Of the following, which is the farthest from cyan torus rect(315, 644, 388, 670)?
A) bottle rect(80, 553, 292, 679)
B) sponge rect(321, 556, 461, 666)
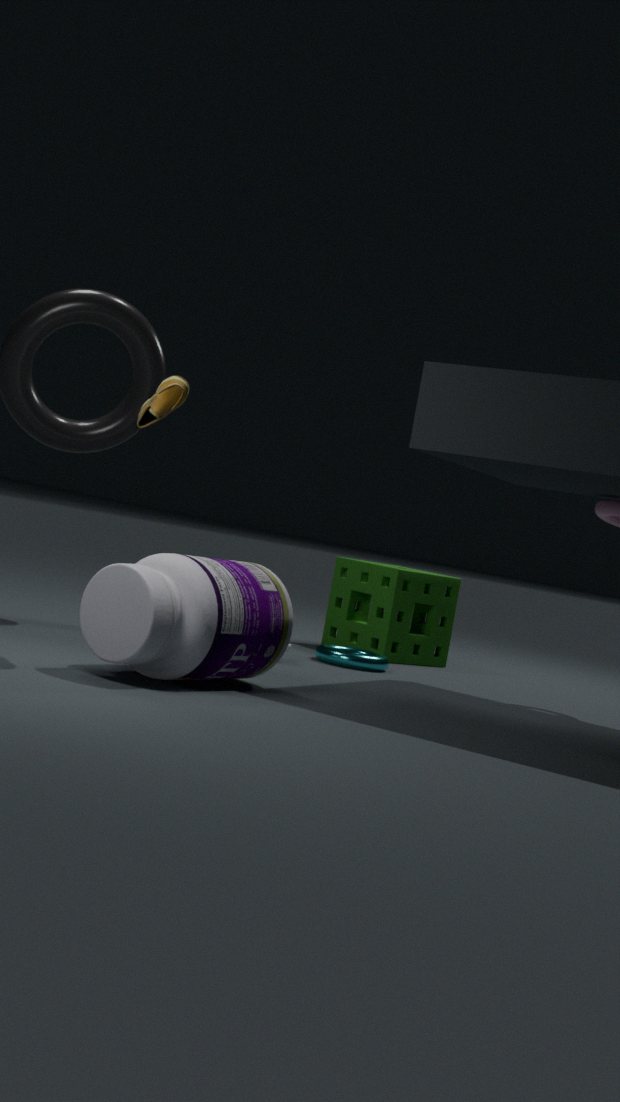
bottle rect(80, 553, 292, 679)
